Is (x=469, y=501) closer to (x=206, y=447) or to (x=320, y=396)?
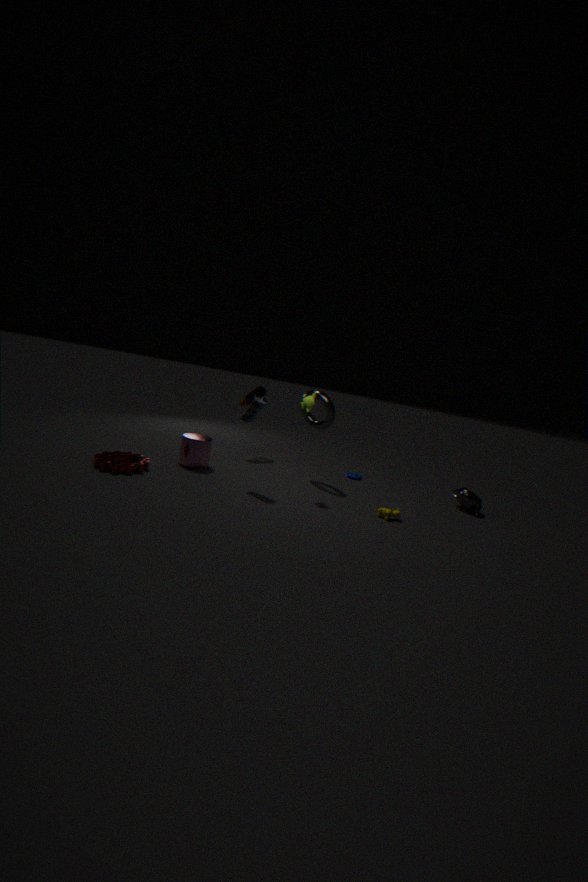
(x=320, y=396)
